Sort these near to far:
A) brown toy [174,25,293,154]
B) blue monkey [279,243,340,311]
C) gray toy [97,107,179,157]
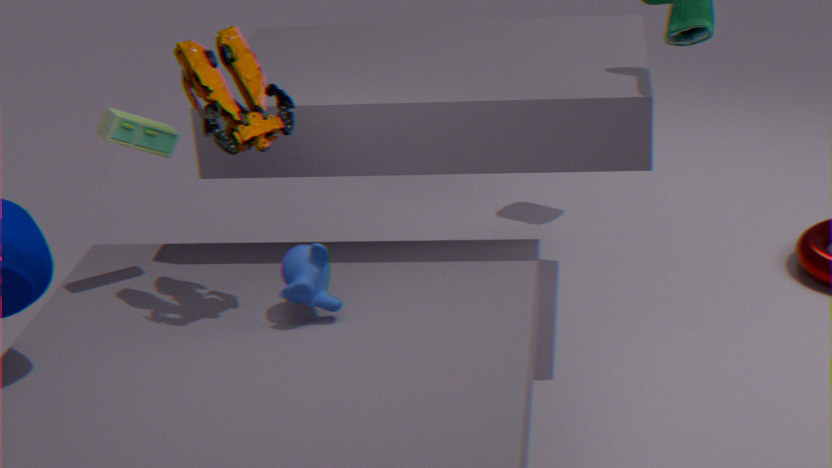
brown toy [174,25,293,154]
blue monkey [279,243,340,311]
gray toy [97,107,179,157]
